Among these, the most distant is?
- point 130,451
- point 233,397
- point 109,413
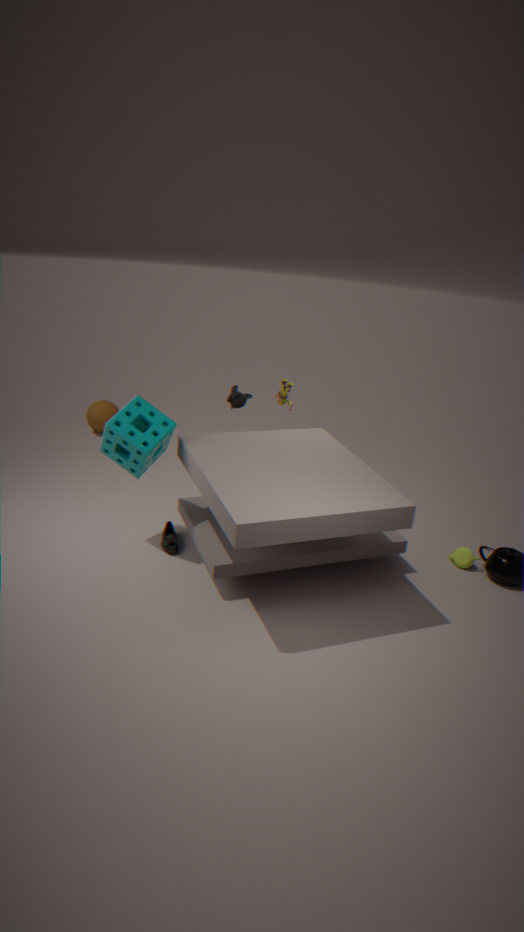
point 109,413
